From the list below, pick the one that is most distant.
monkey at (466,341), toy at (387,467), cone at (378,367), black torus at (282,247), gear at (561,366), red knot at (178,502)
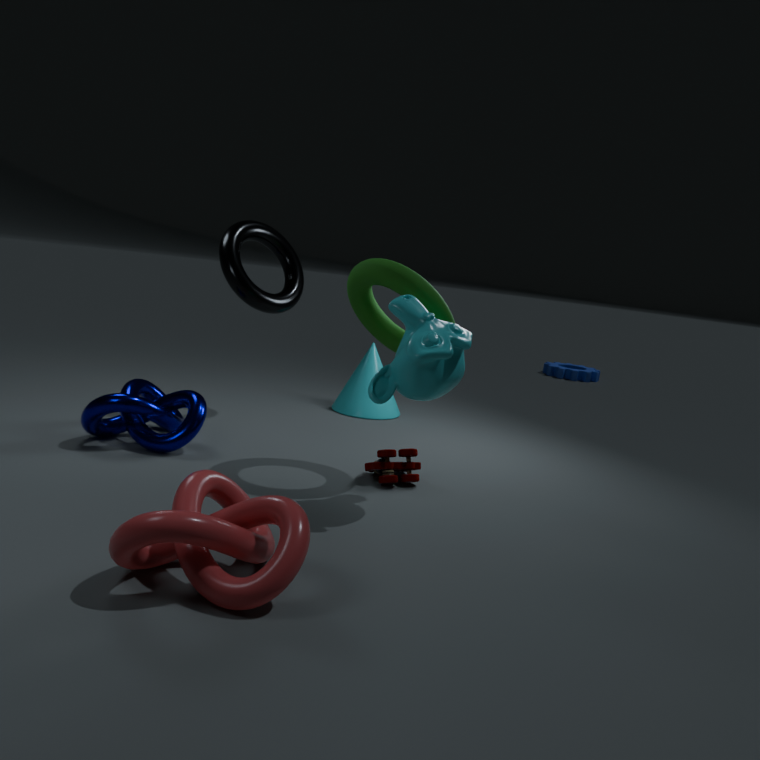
gear at (561,366)
